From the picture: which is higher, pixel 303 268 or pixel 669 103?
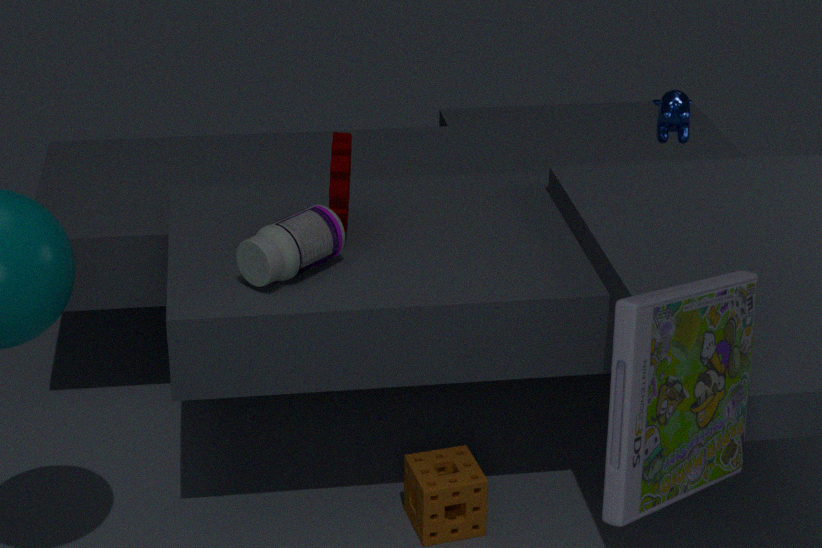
pixel 669 103
